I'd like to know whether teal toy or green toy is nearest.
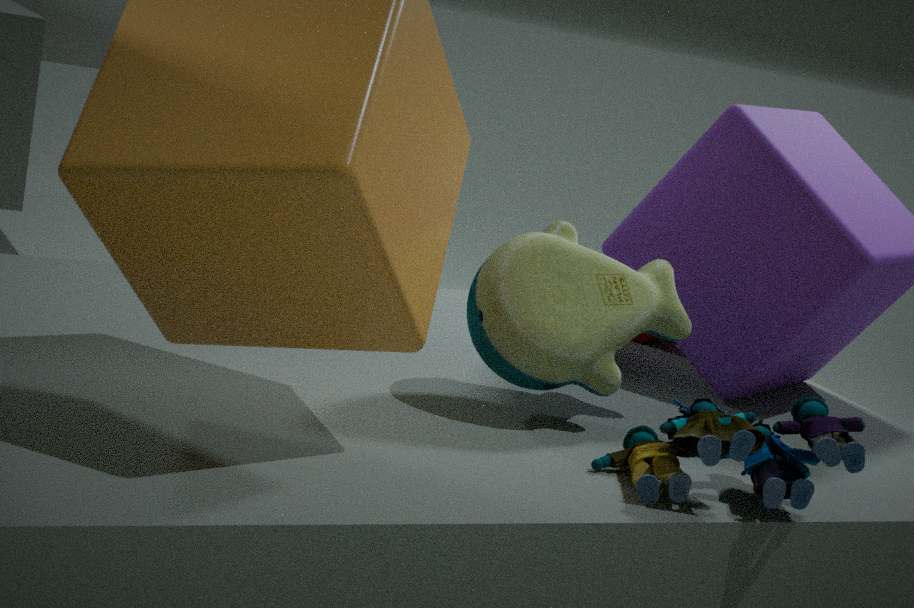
teal toy
